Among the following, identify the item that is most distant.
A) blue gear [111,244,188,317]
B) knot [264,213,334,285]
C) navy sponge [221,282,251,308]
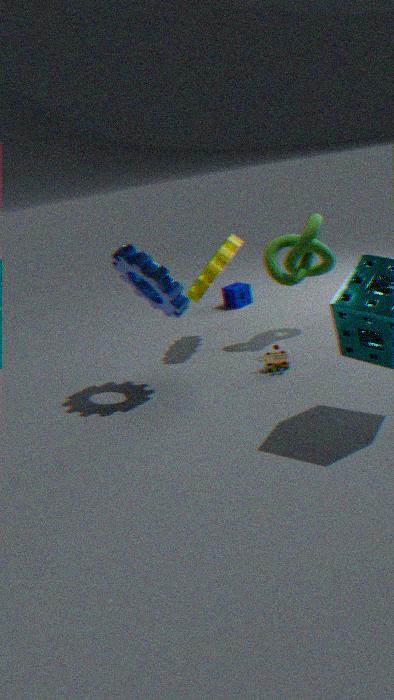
navy sponge [221,282,251,308]
